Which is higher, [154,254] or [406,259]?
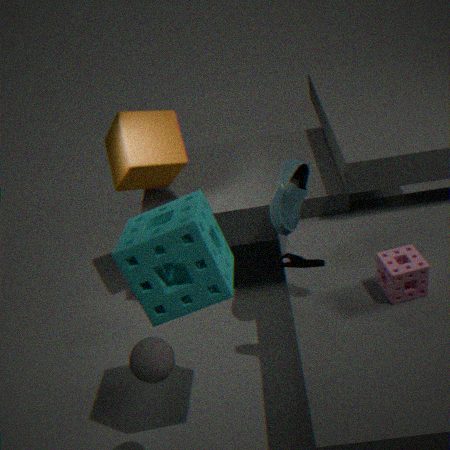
[154,254]
